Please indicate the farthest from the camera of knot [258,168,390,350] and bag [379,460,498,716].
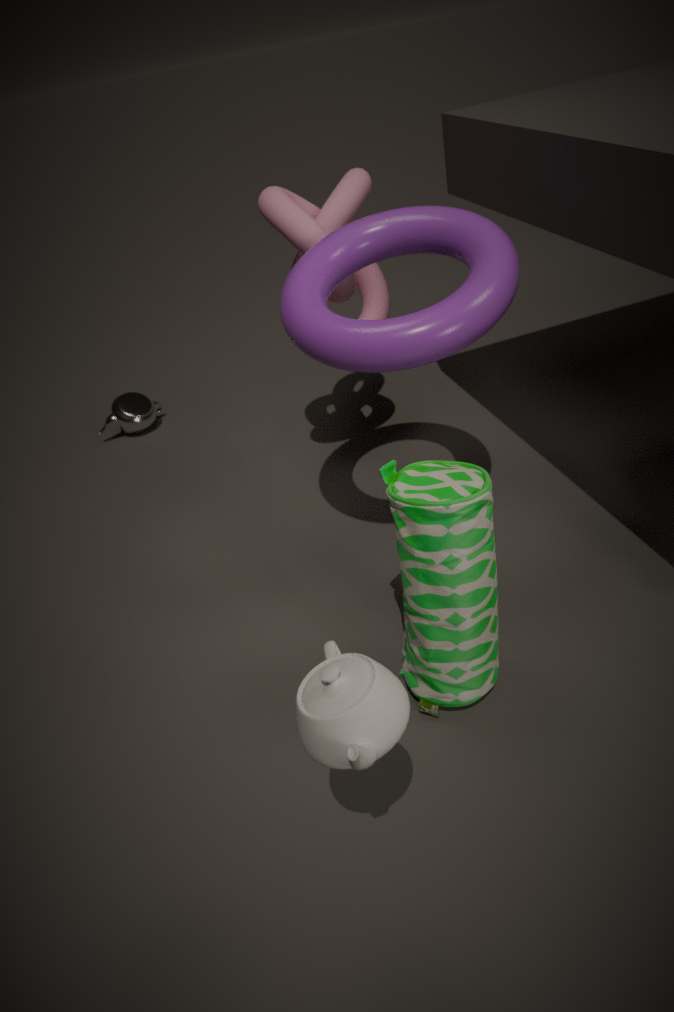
knot [258,168,390,350]
